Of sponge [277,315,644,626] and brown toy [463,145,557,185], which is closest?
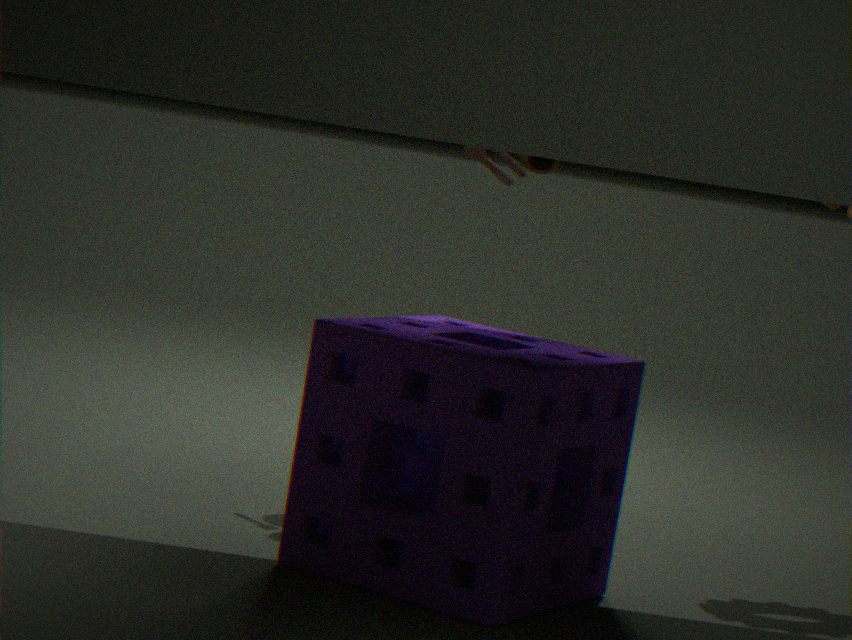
sponge [277,315,644,626]
